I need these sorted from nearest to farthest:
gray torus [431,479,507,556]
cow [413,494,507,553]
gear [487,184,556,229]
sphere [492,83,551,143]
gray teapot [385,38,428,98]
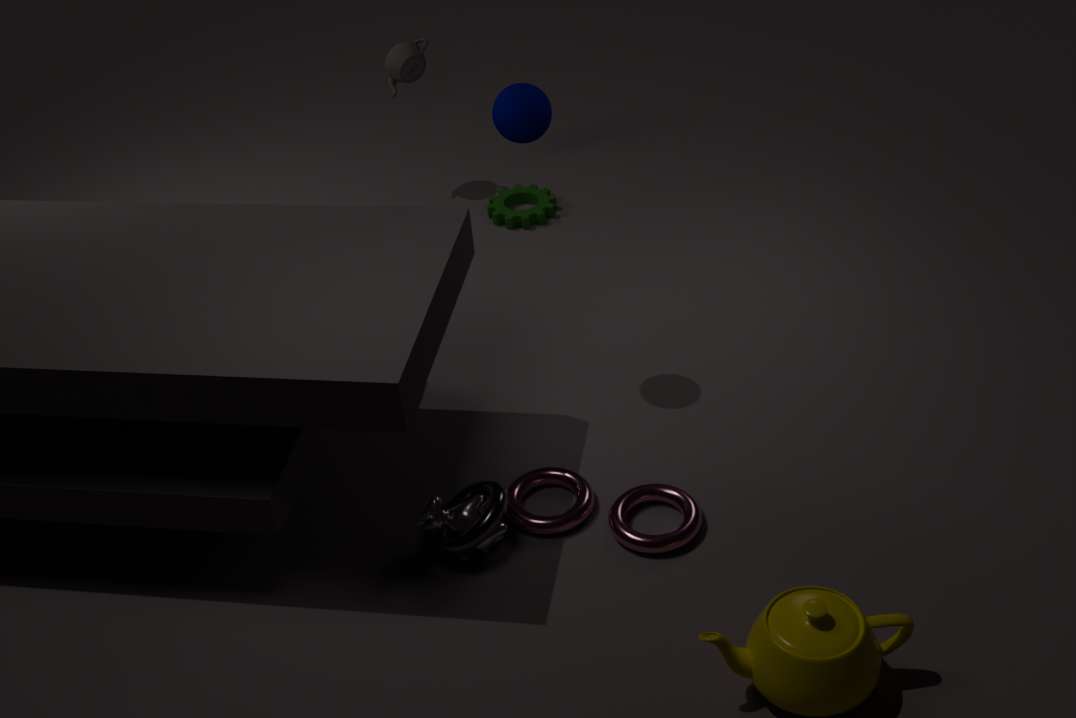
gray torus [431,479,507,556] → cow [413,494,507,553] → sphere [492,83,551,143] → gear [487,184,556,229] → gray teapot [385,38,428,98]
